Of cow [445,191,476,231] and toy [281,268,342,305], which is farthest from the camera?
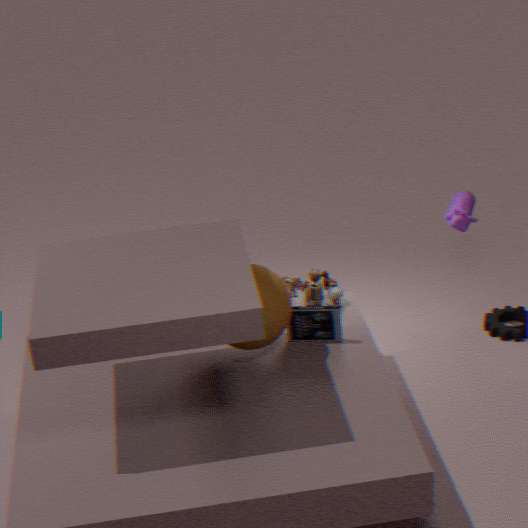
cow [445,191,476,231]
